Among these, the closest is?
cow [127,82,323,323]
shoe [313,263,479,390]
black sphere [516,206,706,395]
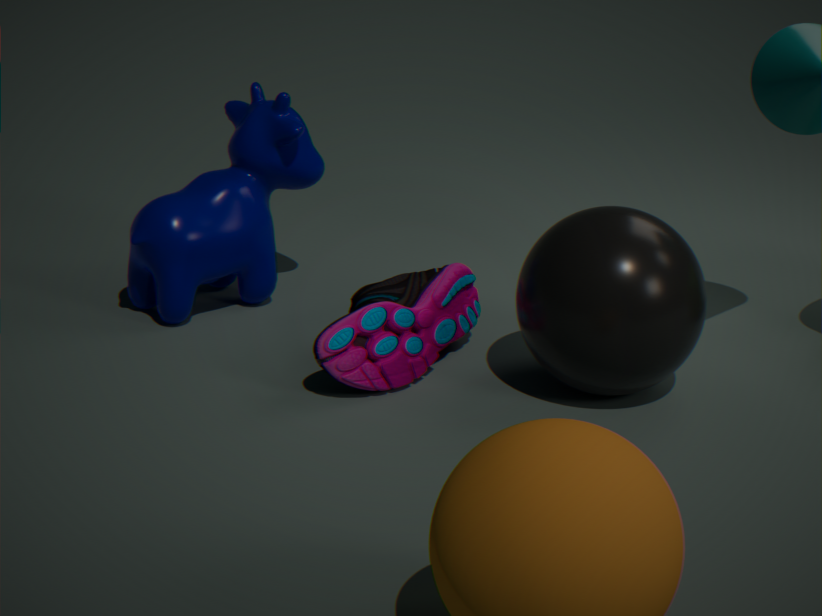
black sphere [516,206,706,395]
